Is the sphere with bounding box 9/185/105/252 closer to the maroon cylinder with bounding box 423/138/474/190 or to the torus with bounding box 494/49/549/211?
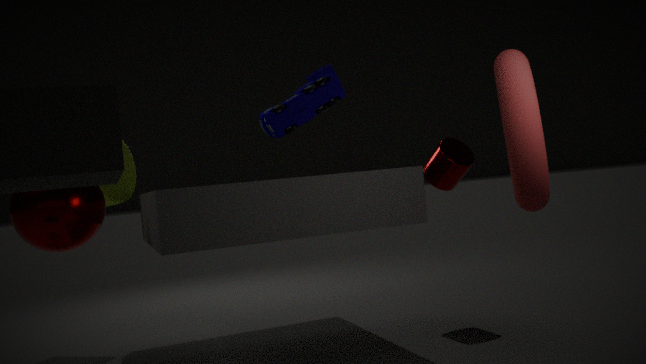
the maroon cylinder with bounding box 423/138/474/190
